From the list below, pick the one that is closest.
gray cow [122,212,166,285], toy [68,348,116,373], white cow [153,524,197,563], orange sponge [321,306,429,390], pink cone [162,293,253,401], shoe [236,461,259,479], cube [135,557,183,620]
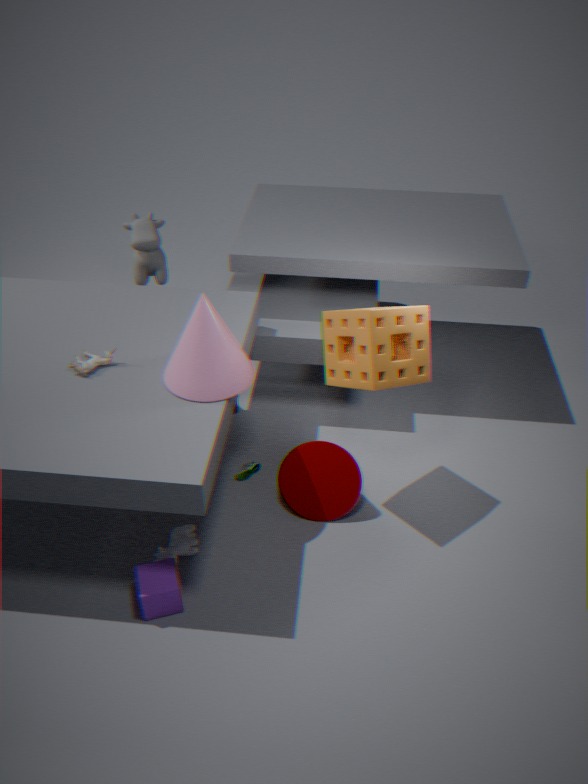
cube [135,557,183,620]
